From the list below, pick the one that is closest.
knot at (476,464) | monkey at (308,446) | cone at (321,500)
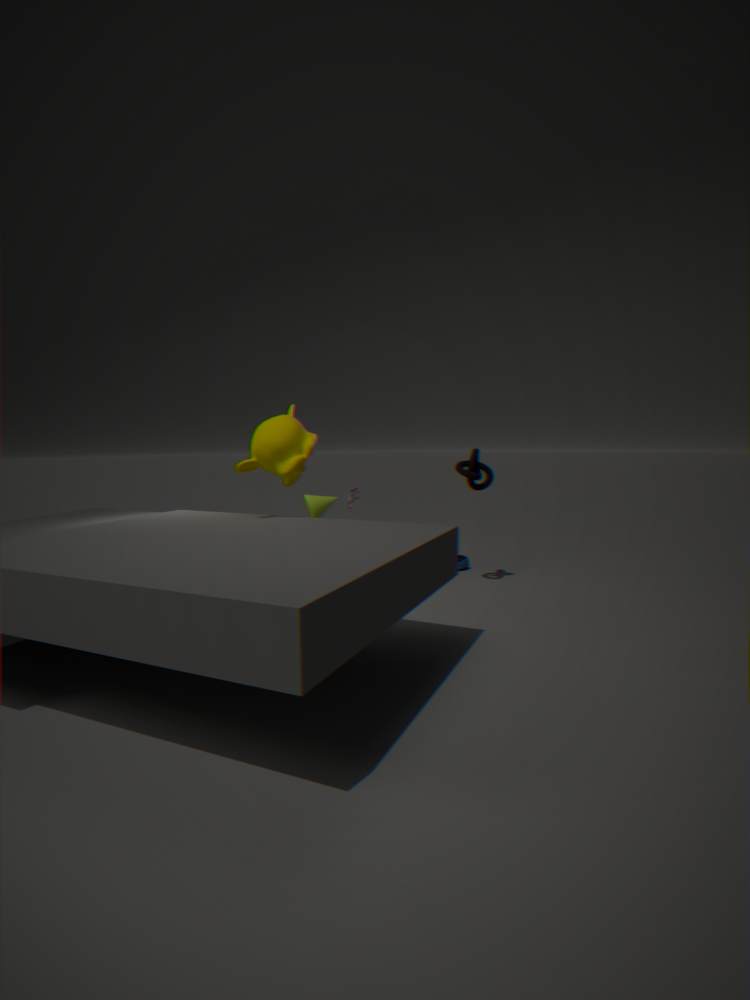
monkey at (308,446)
